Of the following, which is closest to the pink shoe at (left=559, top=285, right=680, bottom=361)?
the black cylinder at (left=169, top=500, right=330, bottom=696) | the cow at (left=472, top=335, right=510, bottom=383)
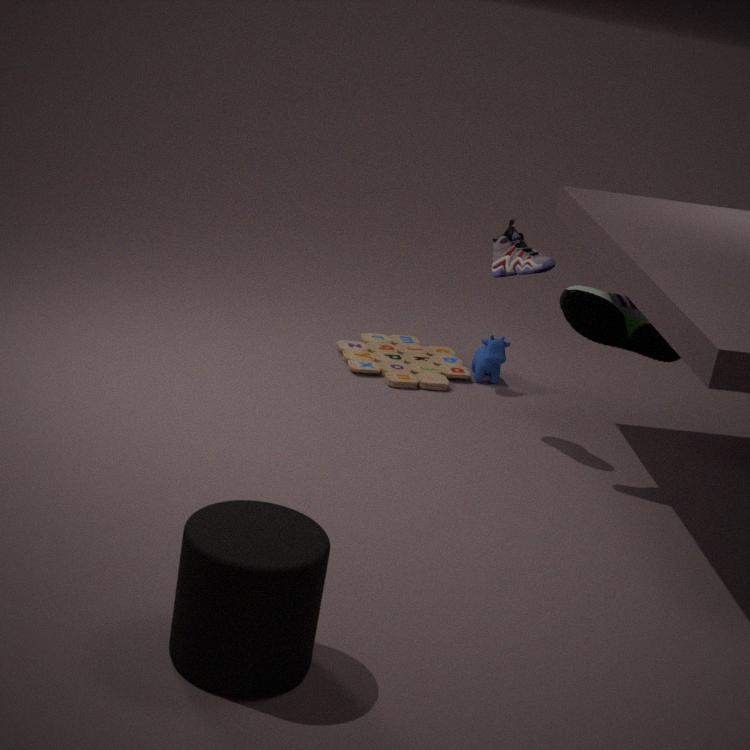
the cow at (left=472, top=335, right=510, bottom=383)
